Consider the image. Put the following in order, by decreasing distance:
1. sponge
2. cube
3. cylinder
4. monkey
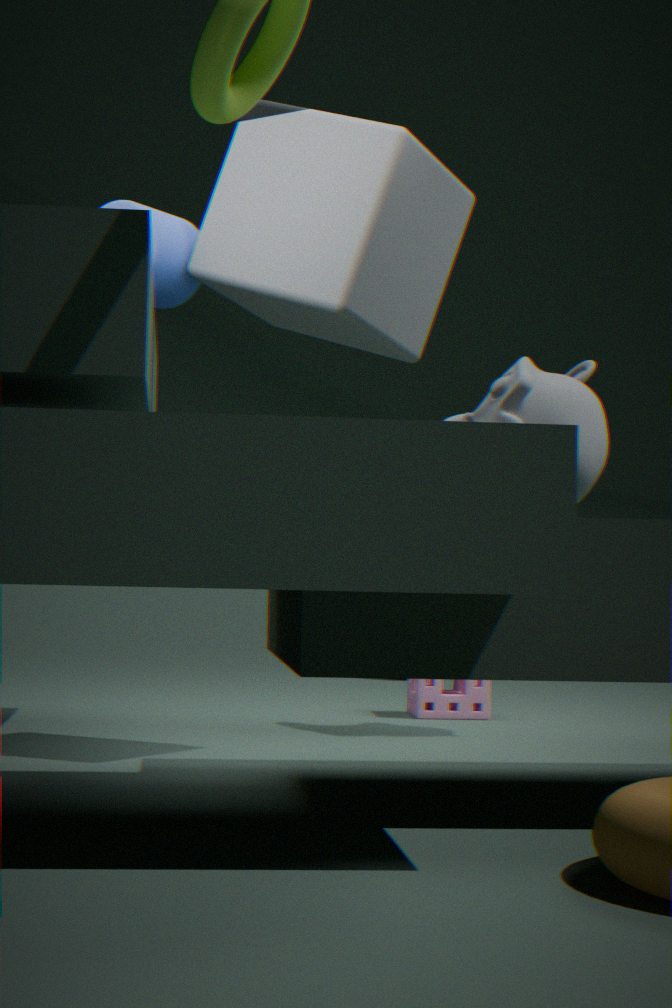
sponge
monkey
cylinder
cube
